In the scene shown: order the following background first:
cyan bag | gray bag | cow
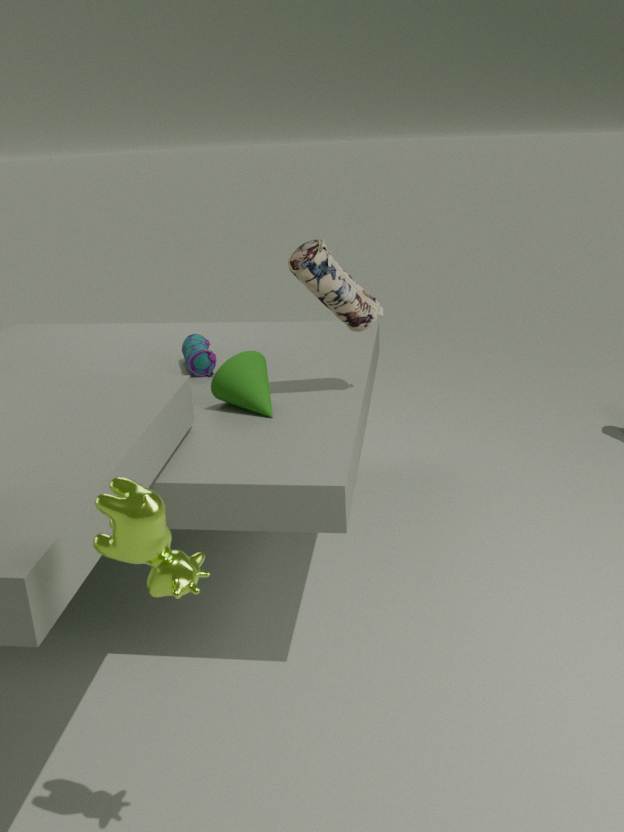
cyan bag
gray bag
cow
